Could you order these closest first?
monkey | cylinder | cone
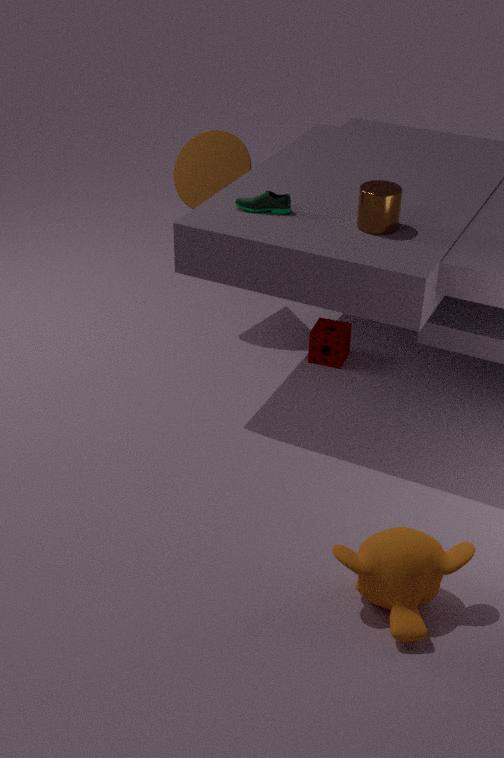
monkey
cylinder
cone
